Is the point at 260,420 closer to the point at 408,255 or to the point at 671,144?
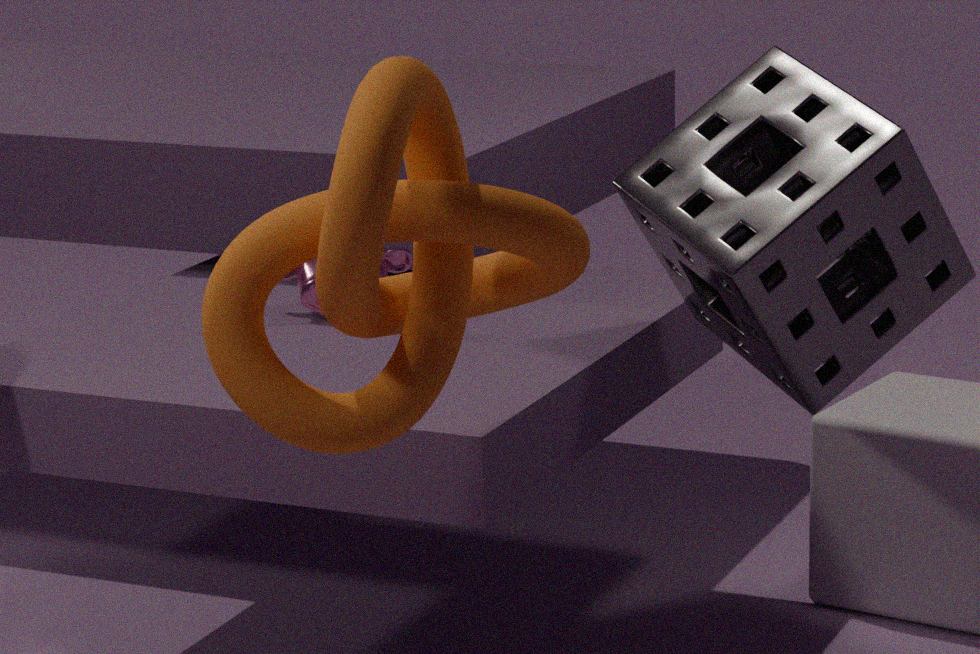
the point at 671,144
